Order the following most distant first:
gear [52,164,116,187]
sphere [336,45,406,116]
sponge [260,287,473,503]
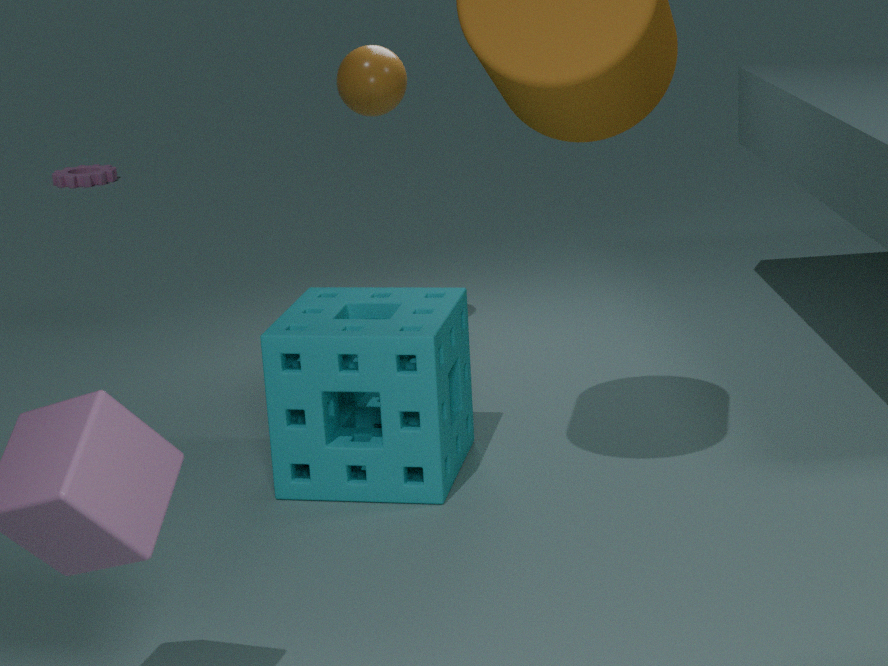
gear [52,164,116,187]
sphere [336,45,406,116]
sponge [260,287,473,503]
